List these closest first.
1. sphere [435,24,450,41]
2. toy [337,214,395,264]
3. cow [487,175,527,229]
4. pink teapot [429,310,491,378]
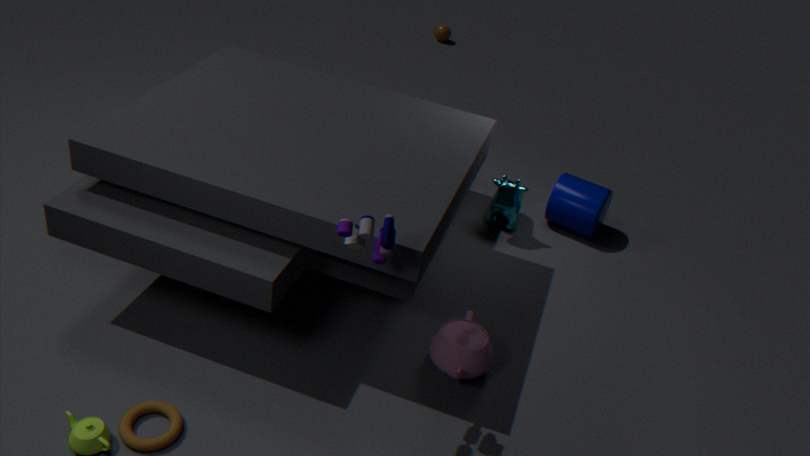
toy [337,214,395,264]
pink teapot [429,310,491,378]
cow [487,175,527,229]
sphere [435,24,450,41]
